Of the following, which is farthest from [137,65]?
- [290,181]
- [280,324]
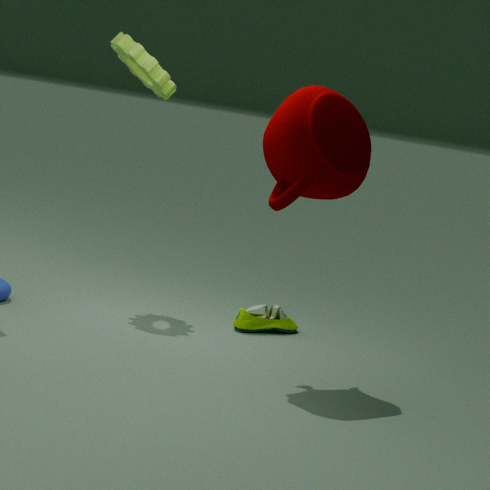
[280,324]
